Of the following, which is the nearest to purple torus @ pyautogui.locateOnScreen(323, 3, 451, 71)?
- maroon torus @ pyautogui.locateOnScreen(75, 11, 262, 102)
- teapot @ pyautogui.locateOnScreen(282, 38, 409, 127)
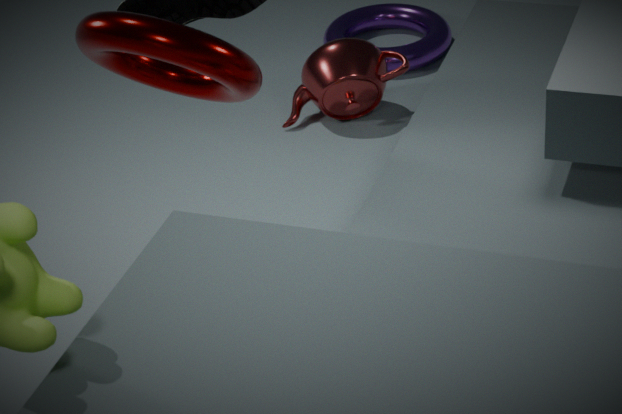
teapot @ pyautogui.locateOnScreen(282, 38, 409, 127)
